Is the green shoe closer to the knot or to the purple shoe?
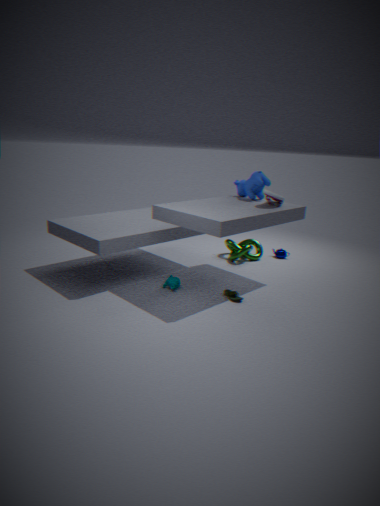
the knot
